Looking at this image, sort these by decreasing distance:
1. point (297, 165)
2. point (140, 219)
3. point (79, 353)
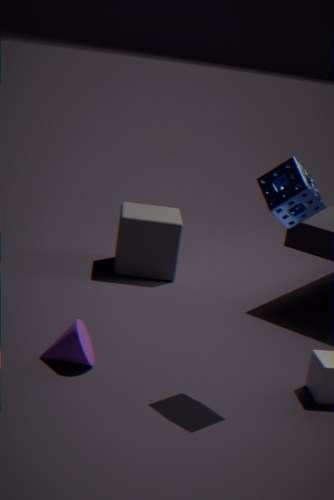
1. point (140, 219)
2. point (79, 353)
3. point (297, 165)
